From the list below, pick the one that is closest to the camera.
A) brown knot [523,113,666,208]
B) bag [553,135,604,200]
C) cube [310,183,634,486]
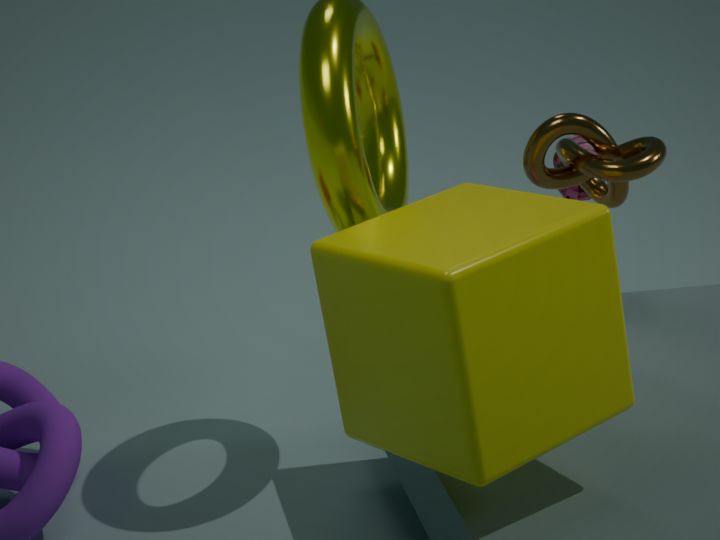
cube [310,183,634,486]
